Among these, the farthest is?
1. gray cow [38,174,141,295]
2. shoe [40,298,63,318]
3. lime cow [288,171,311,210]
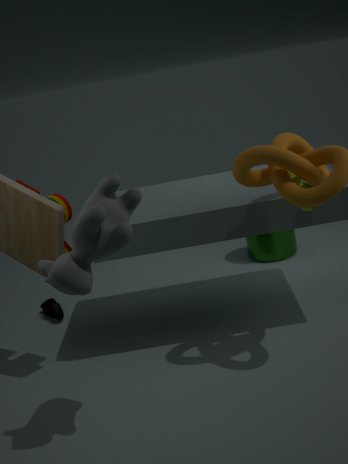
shoe [40,298,63,318]
